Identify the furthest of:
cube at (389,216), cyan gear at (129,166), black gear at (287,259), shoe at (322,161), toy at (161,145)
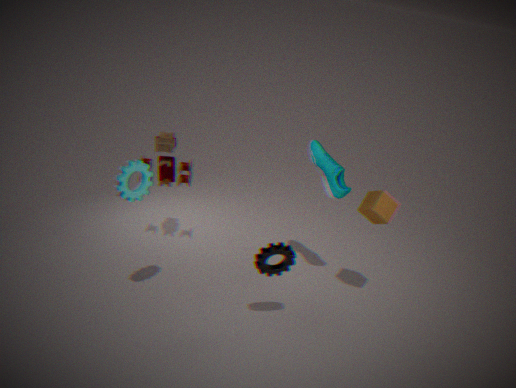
toy at (161,145)
